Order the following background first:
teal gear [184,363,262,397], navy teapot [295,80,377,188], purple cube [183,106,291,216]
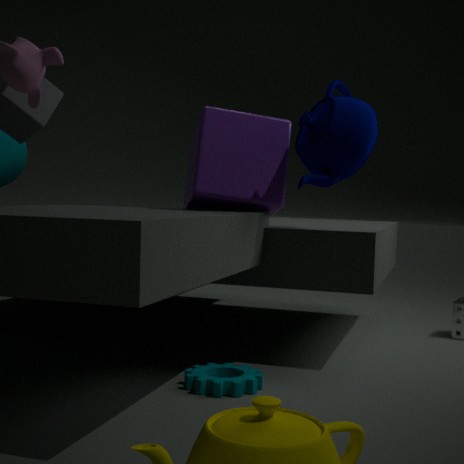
1. purple cube [183,106,291,216]
2. navy teapot [295,80,377,188]
3. teal gear [184,363,262,397]
